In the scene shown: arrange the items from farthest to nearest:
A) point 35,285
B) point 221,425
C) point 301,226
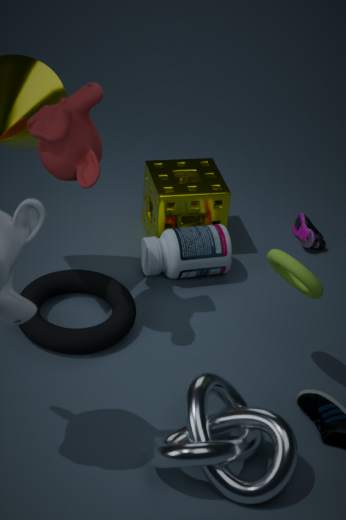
point 301,226
point 35,285
point 221,425
